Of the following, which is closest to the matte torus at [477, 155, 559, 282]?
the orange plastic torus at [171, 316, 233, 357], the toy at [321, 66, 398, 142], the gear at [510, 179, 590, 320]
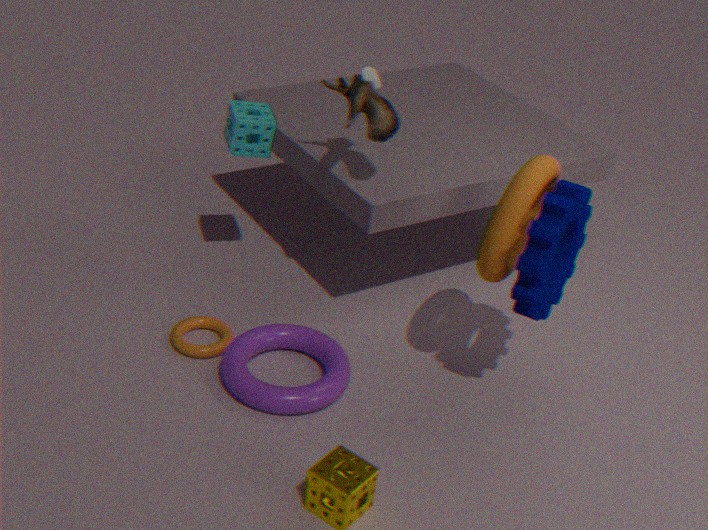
the gear at [510, 179, 590, 320]
